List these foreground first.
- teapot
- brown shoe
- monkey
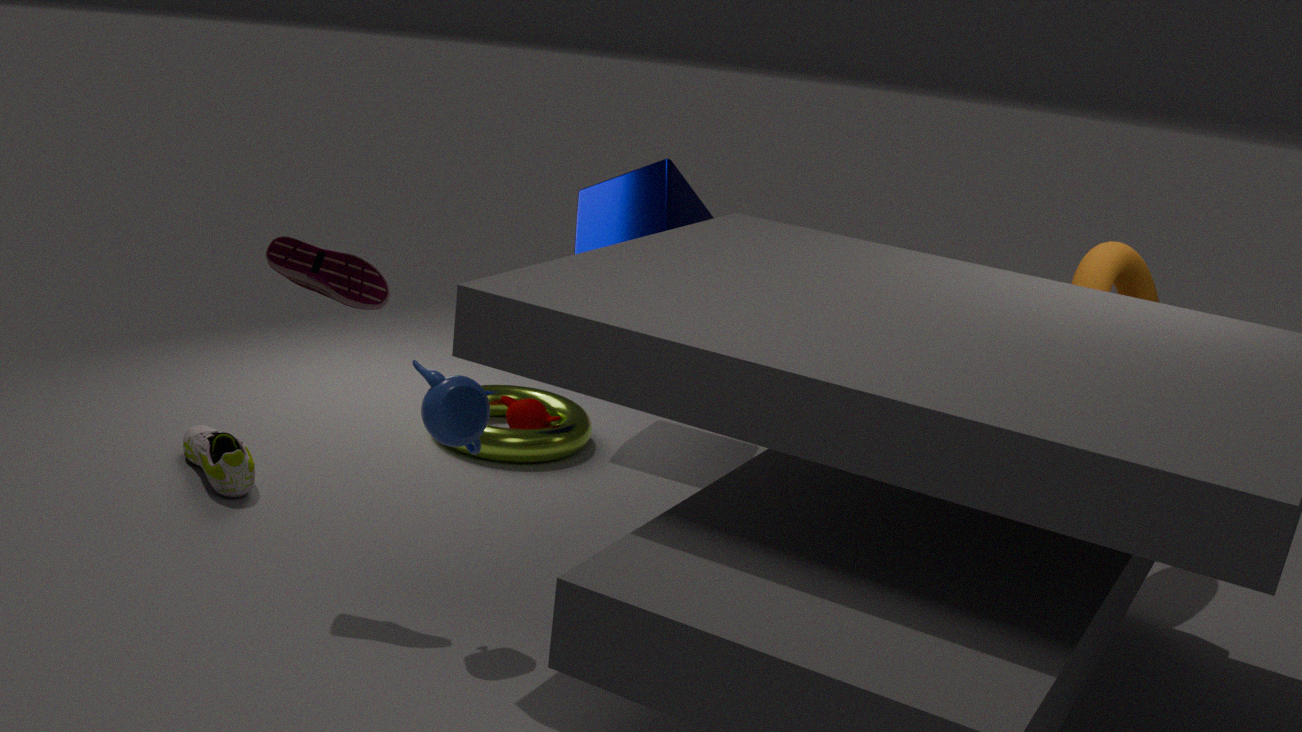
1. teapot
2. brown shoe
3. monkey
